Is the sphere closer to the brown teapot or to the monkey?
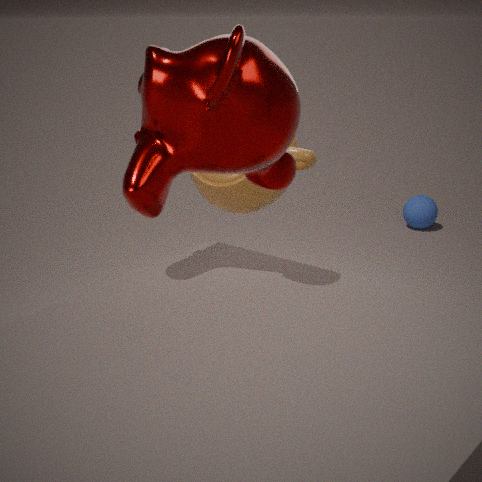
the brown teapot
